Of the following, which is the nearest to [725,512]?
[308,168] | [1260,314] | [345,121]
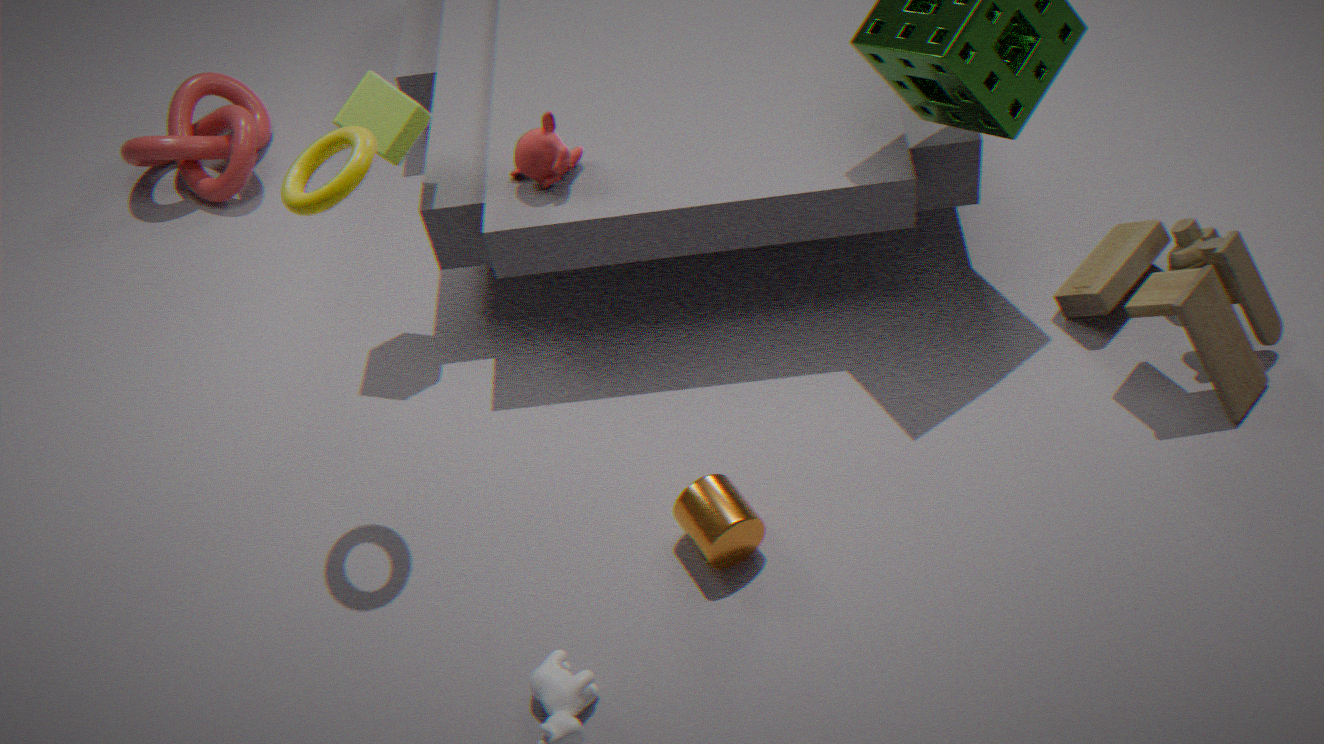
[308,168]
